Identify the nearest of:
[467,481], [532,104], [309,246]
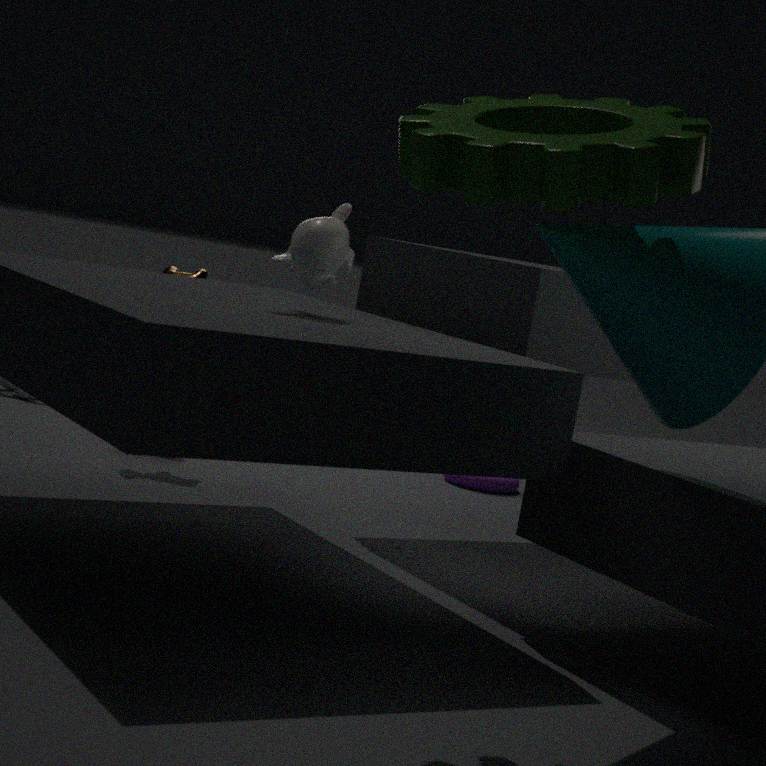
[532,104]
